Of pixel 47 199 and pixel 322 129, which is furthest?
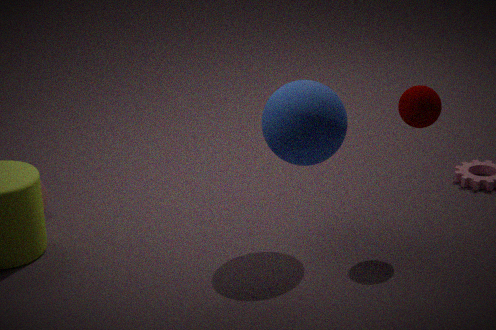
pixel 47 199
